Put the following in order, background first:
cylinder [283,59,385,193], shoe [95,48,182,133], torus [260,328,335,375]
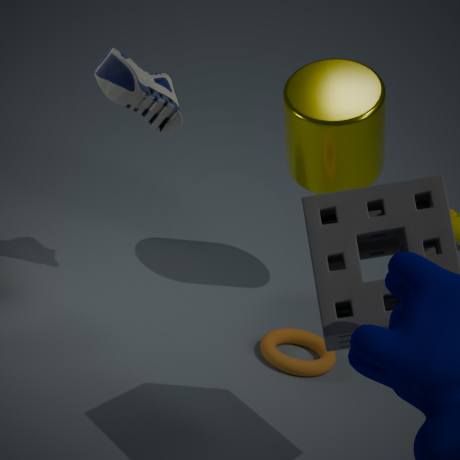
cylinder [283,59,385,193] < torus [260,328,335,375] < shoe [95,48,182,133]
